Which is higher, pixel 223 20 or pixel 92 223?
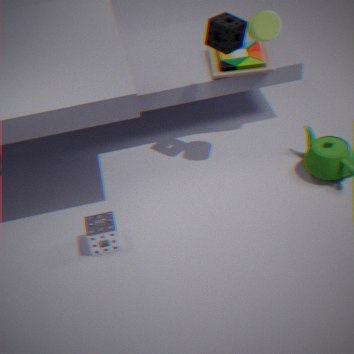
pixel 223 20
